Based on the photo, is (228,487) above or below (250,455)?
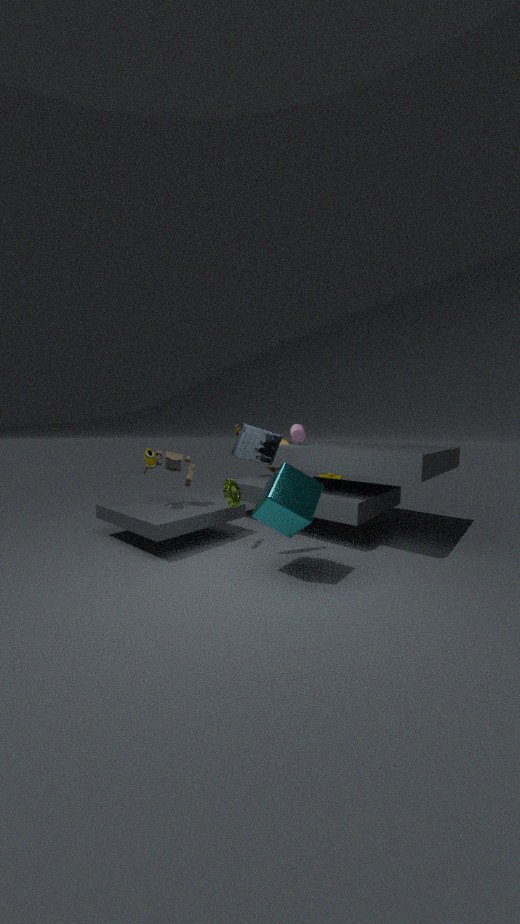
below
